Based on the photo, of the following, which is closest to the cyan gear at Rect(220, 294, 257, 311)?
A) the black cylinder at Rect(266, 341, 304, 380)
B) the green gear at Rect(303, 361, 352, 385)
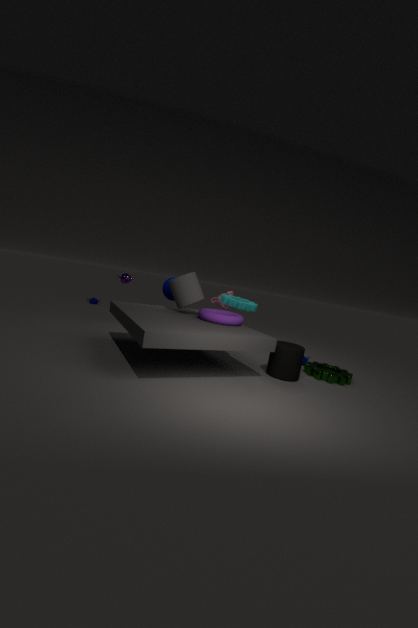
the black cylinder at Rect(266, 341, 304, 380)
